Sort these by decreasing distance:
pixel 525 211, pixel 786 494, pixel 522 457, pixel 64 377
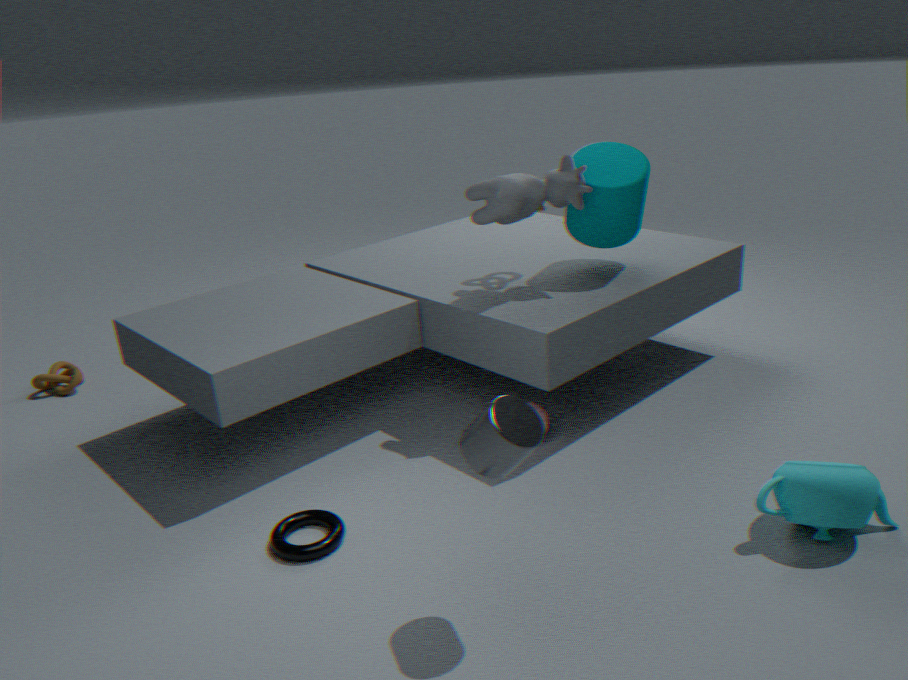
pixel 64 377
pixel 525 211
pixel 786 494
pixel 522 457
